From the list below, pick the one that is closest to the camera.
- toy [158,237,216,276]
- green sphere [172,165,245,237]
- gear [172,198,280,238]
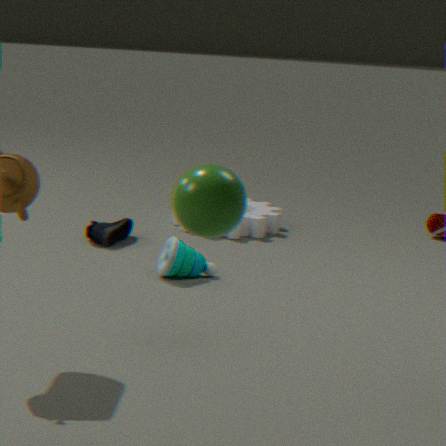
green sphere [172,165,245,237]
